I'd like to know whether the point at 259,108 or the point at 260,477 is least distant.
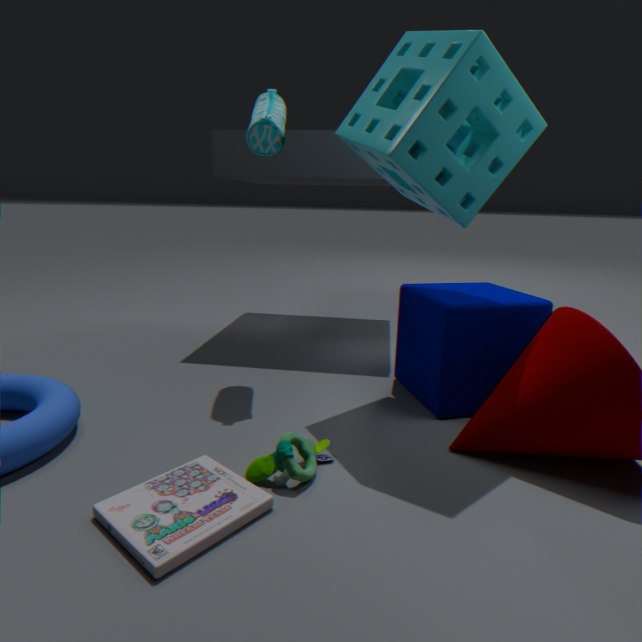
the point at 260,477
